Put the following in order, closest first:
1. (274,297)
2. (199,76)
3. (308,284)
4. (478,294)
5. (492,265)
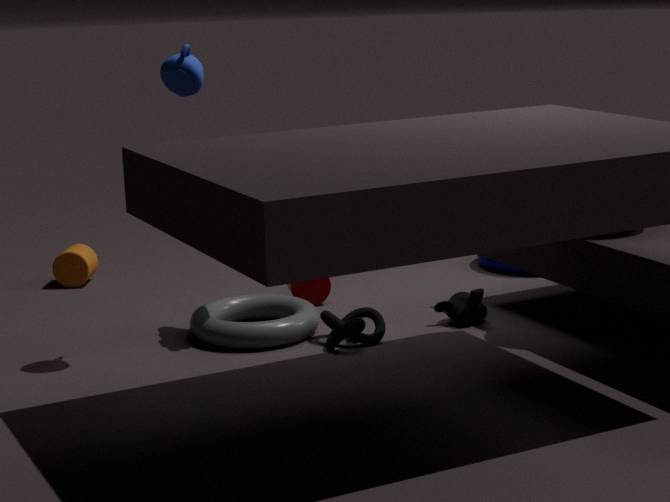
(199,76)
(478,294)
(274,297)
(308,284)
(492,265)
